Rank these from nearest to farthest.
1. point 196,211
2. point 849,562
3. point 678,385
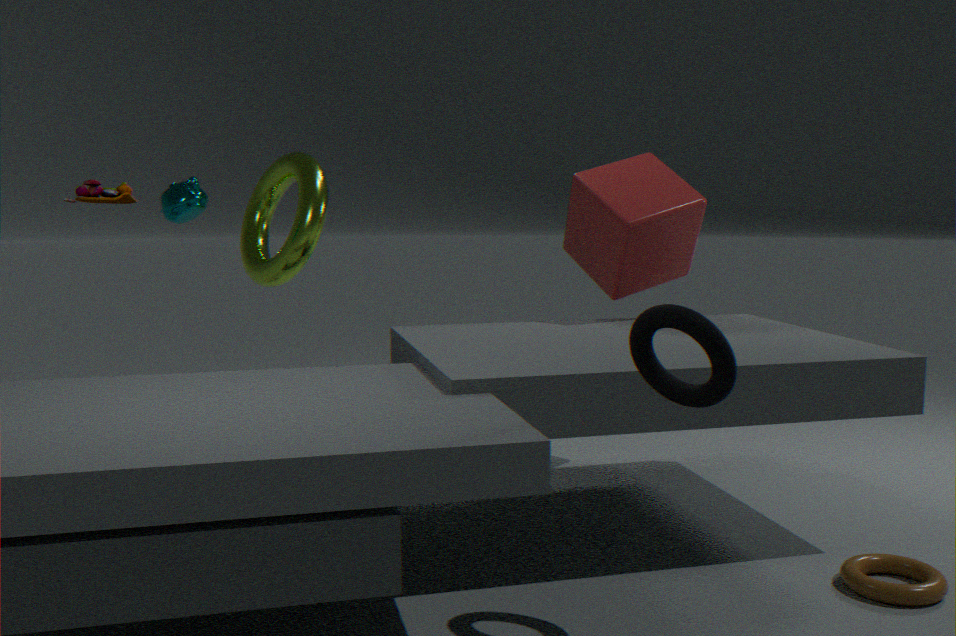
1. point 678,385
2. point 849,562
3. point 196,211
